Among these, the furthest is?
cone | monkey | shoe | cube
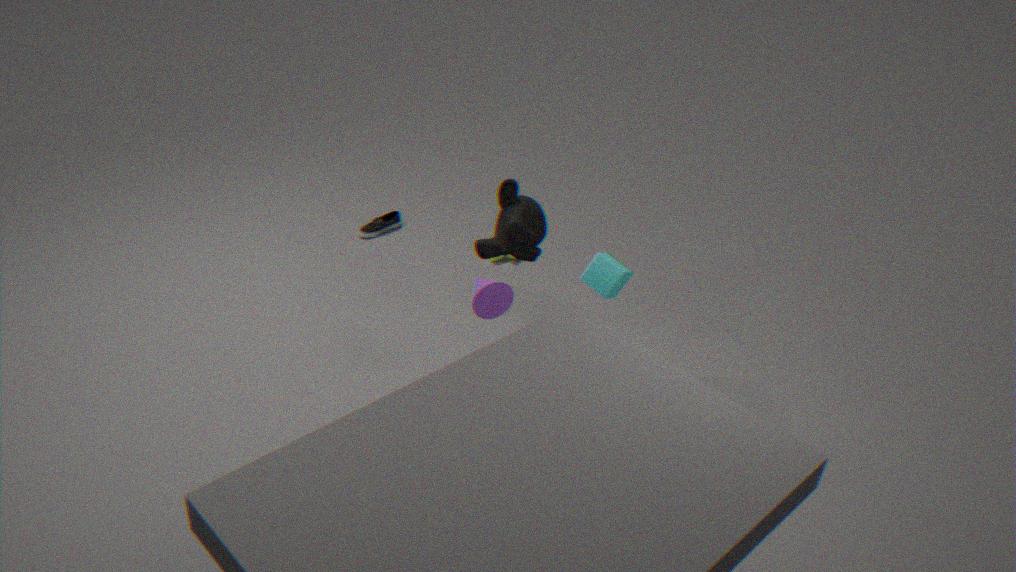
shoe
